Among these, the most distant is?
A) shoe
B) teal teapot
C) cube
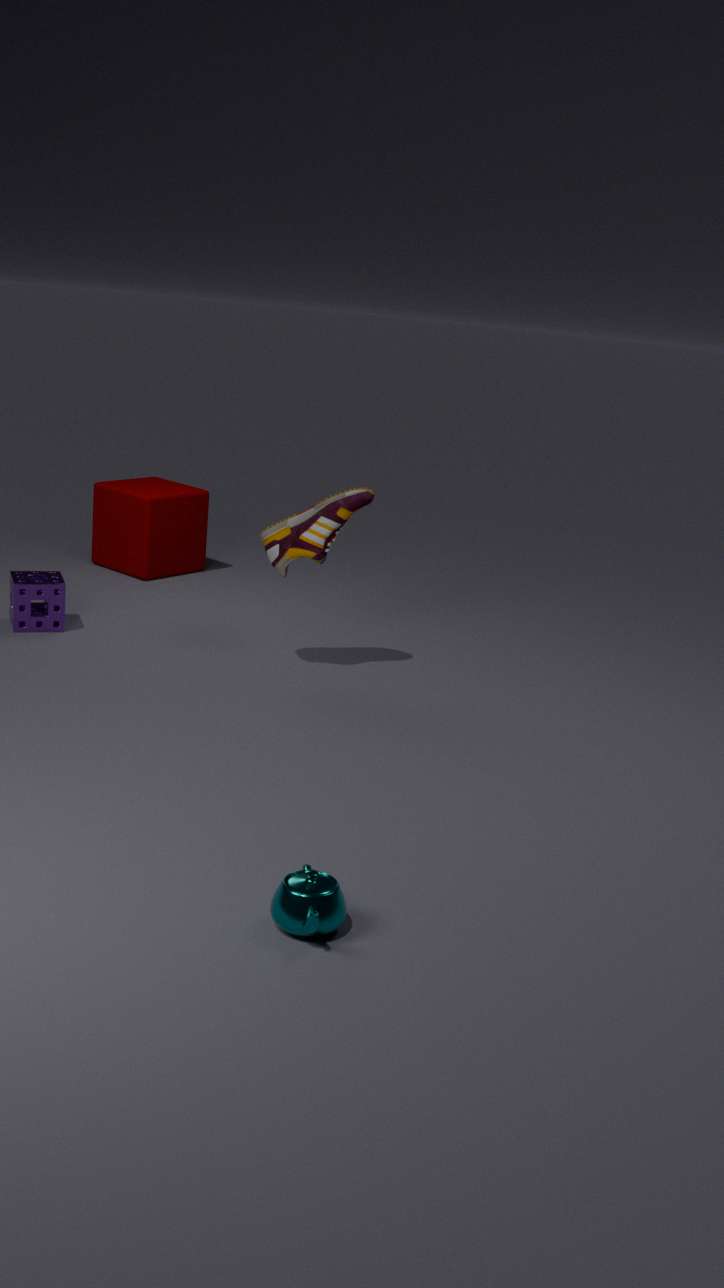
cube
